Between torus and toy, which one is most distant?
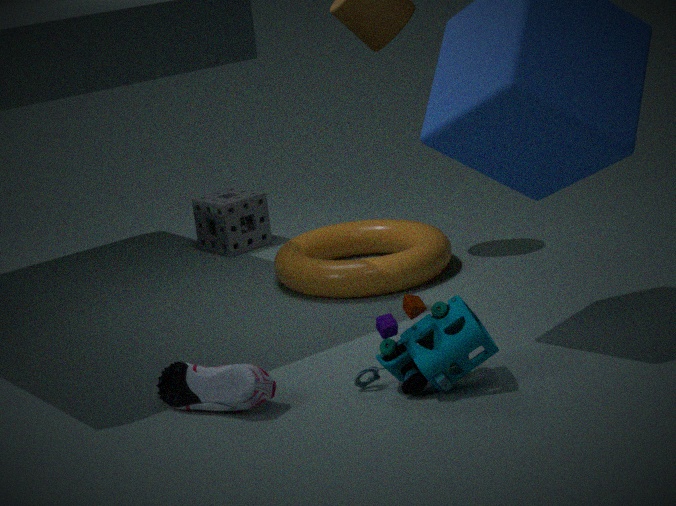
torus
